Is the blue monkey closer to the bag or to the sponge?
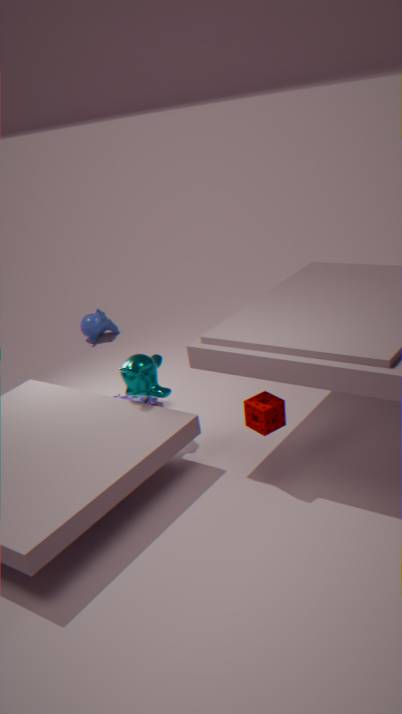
the bag
